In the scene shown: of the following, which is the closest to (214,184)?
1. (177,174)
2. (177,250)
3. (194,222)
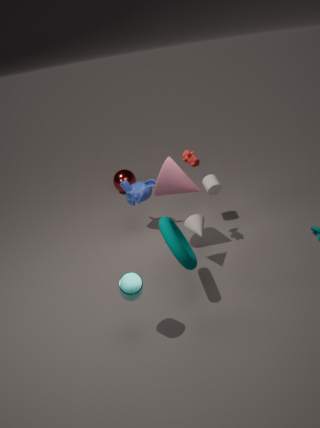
(177,174)
